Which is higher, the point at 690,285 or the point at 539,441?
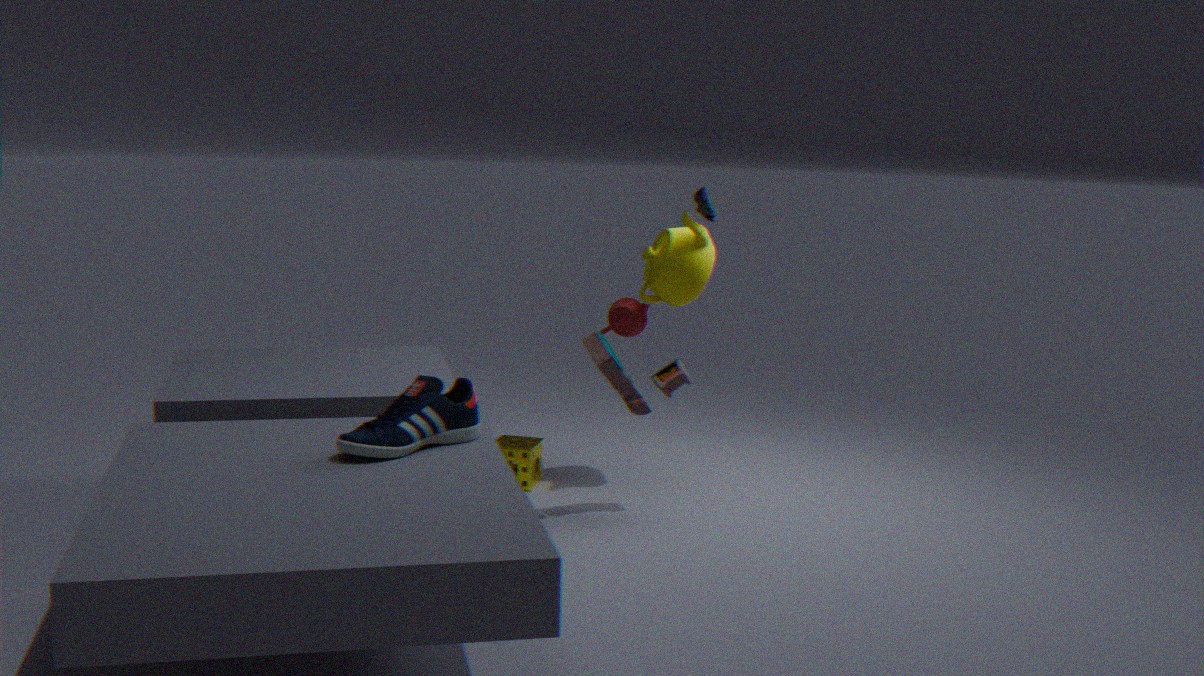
the point at 690,285
